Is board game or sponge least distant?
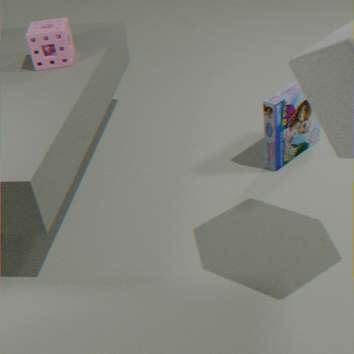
board game
